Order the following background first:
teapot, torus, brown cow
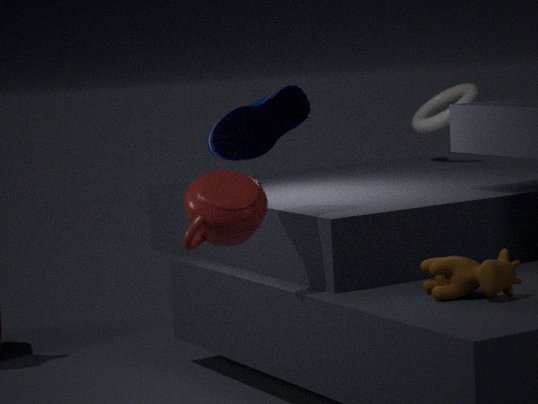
torus, brown cow, teapot
